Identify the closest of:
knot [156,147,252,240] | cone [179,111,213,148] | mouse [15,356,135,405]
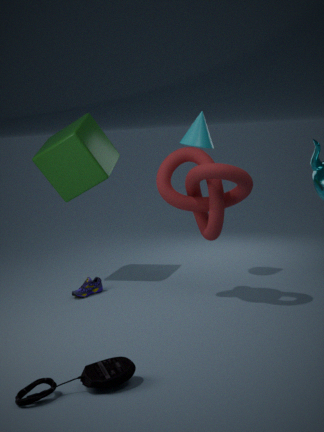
mouse [15,356,135,405]
